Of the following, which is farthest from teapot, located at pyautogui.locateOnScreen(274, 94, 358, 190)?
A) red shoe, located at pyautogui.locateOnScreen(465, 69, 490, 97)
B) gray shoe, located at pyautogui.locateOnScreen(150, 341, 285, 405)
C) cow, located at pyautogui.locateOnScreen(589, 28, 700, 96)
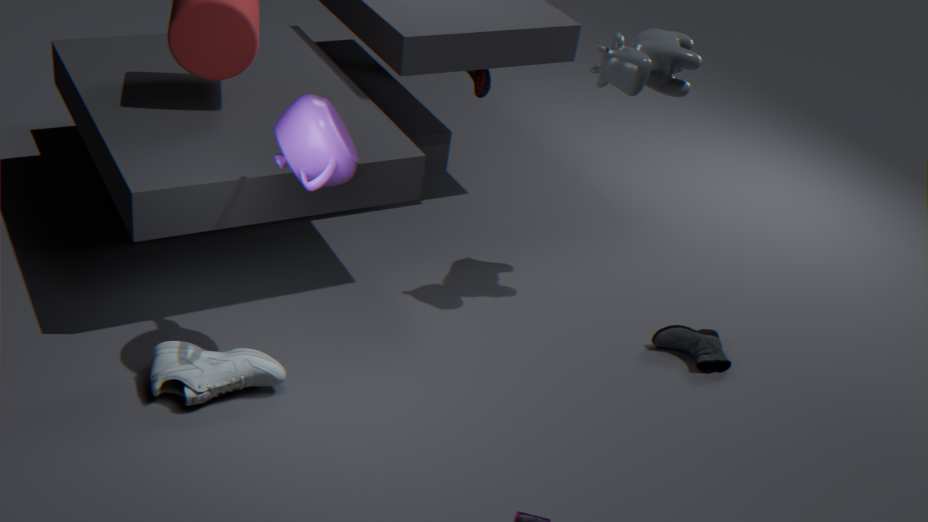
red shoe, located at pyautogui.locateOnScreen(465, 69, 490, 97)
